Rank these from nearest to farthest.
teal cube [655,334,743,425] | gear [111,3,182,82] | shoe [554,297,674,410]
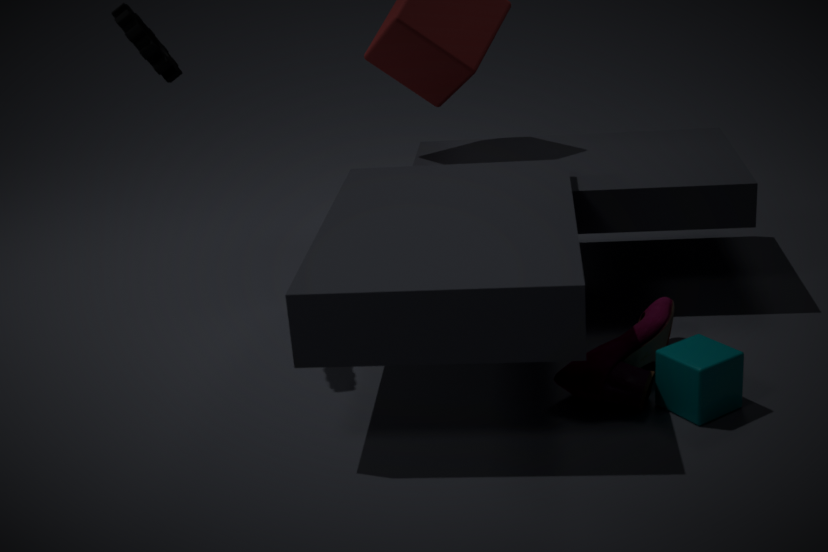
teal cube [655,334,743,425]
shoe [554,297,674,410]
gear [111,3,182,82]
